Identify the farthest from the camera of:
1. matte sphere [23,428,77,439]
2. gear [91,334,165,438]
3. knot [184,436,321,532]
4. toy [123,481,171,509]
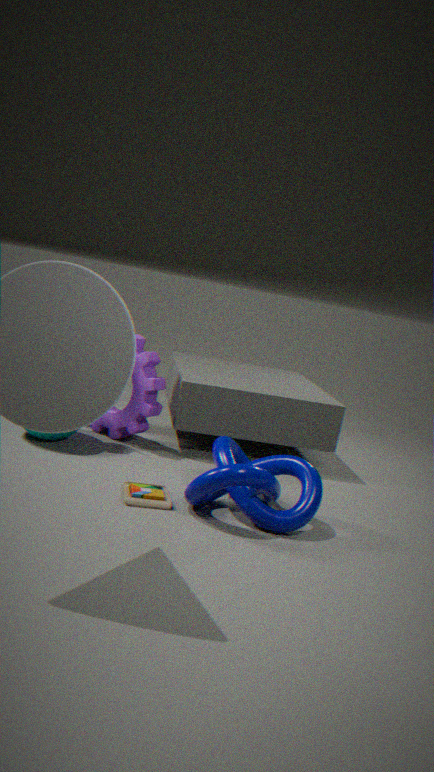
gear [91,334,165,438]
